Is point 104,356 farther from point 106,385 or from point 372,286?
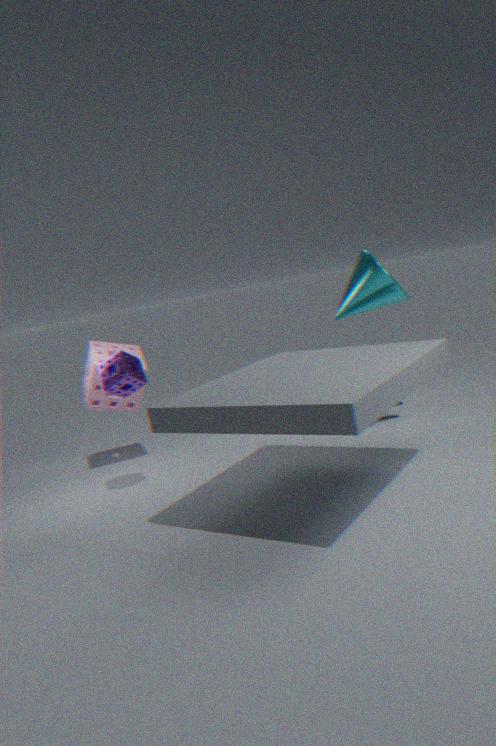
point 372,286
